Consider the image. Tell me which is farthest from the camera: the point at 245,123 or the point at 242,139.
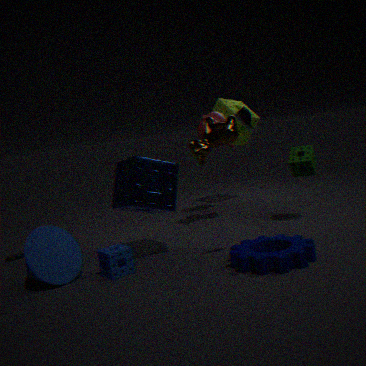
the point at 242,139
